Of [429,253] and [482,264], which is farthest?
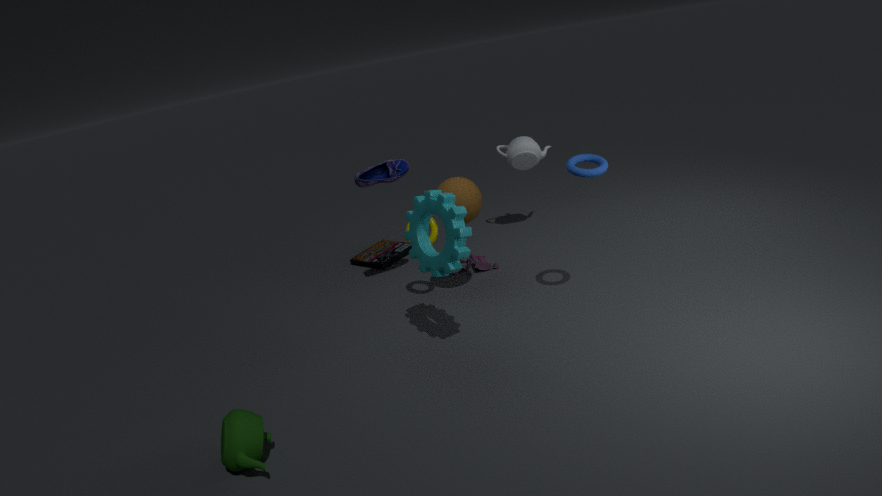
[482,264]
